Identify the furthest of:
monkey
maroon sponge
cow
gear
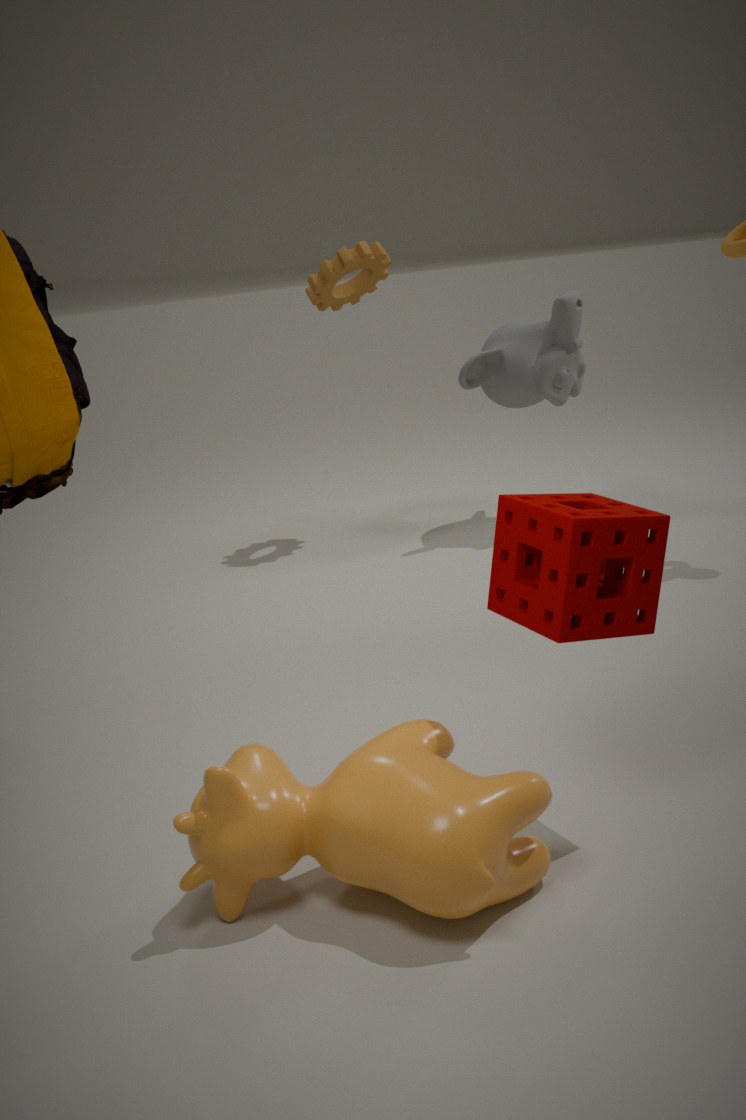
gear
